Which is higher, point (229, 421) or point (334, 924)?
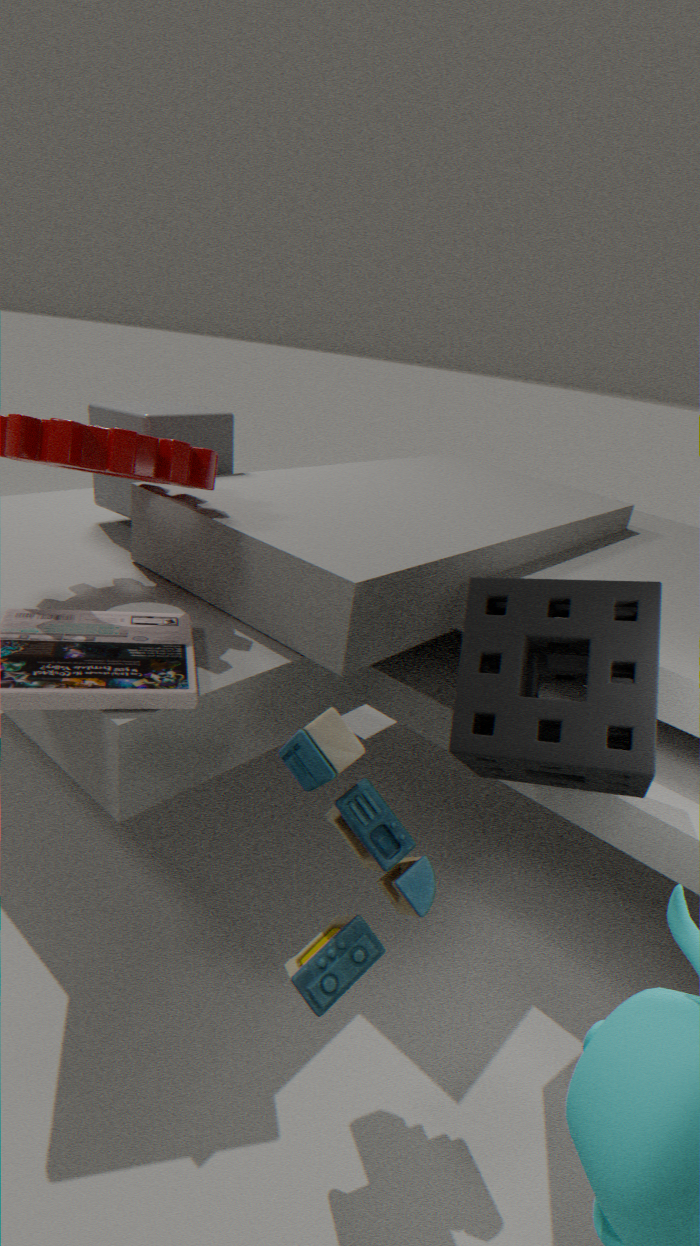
point (229, 421)
